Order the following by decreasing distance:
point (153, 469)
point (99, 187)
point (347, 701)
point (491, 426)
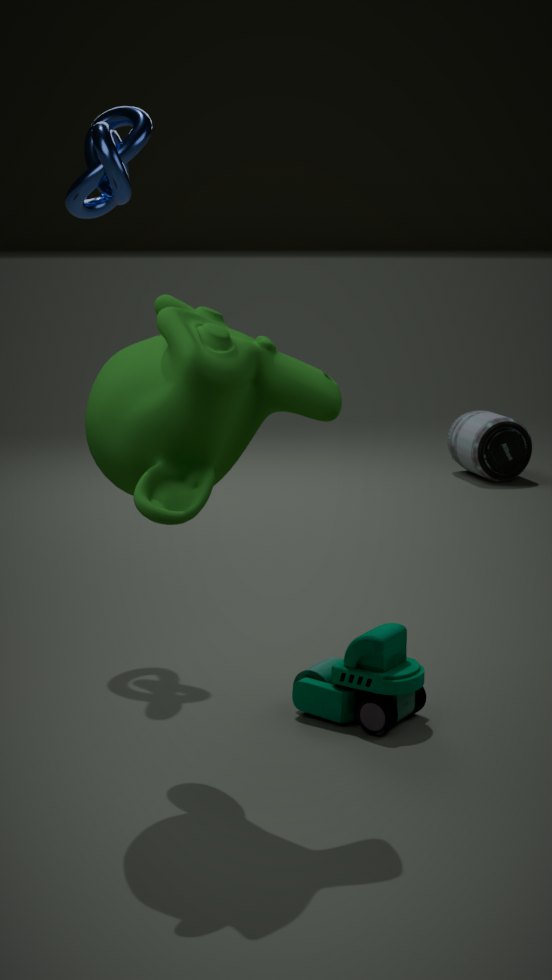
1. point (491, 426)
2. point (99, 187)
3. point (347, 701)
4. point (153, 469)
